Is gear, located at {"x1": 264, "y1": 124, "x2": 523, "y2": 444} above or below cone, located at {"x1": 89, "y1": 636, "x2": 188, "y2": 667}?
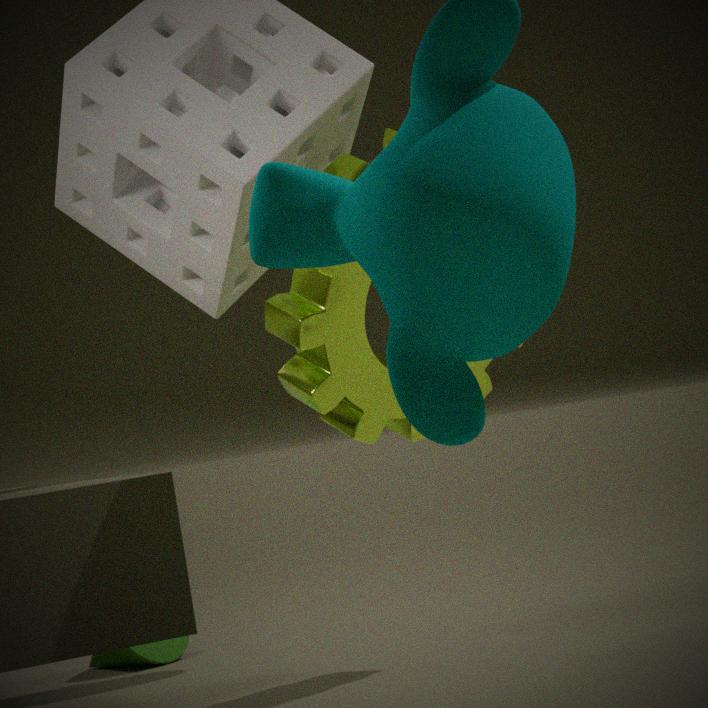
above
